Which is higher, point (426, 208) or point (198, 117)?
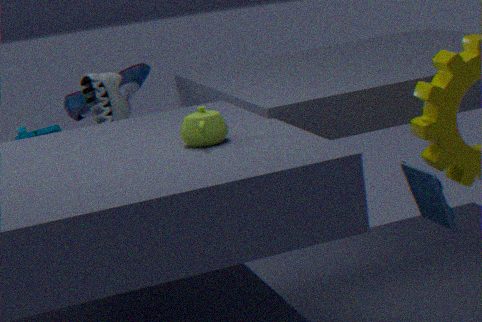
point (198, 117)
